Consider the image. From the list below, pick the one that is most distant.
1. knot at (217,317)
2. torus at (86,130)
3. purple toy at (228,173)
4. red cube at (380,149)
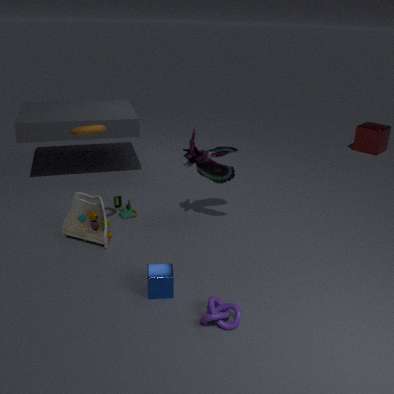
red cube at (380,149)
